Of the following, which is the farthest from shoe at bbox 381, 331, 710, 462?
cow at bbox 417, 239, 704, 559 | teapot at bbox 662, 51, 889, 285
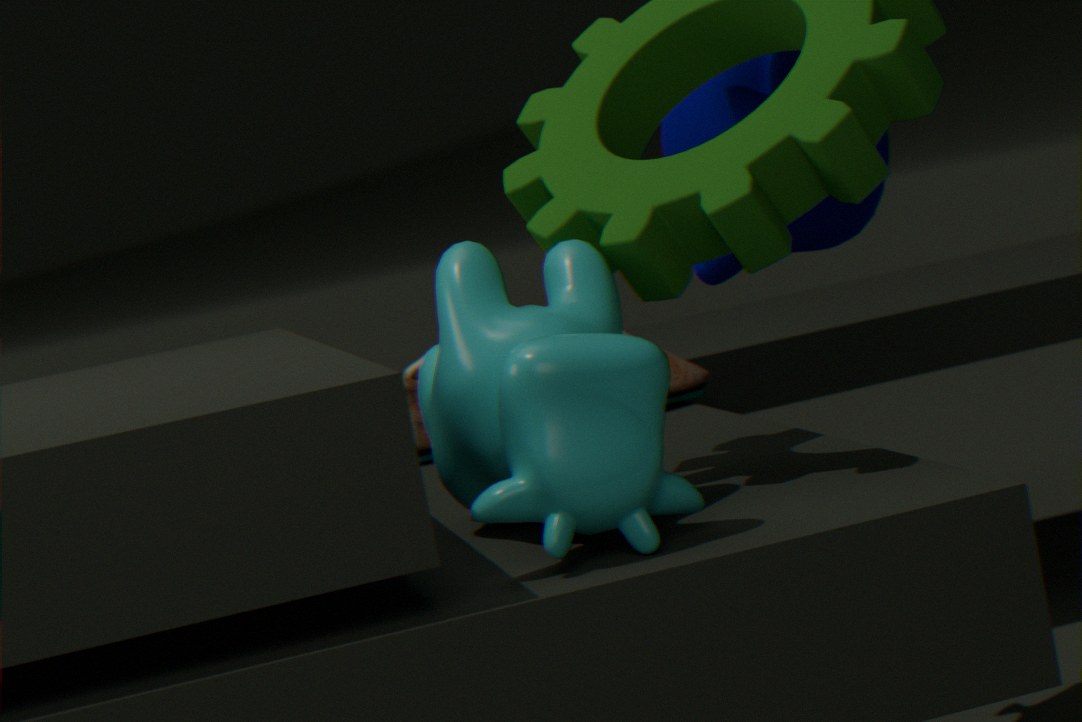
cow at bbox 417, 239, 704, 559
